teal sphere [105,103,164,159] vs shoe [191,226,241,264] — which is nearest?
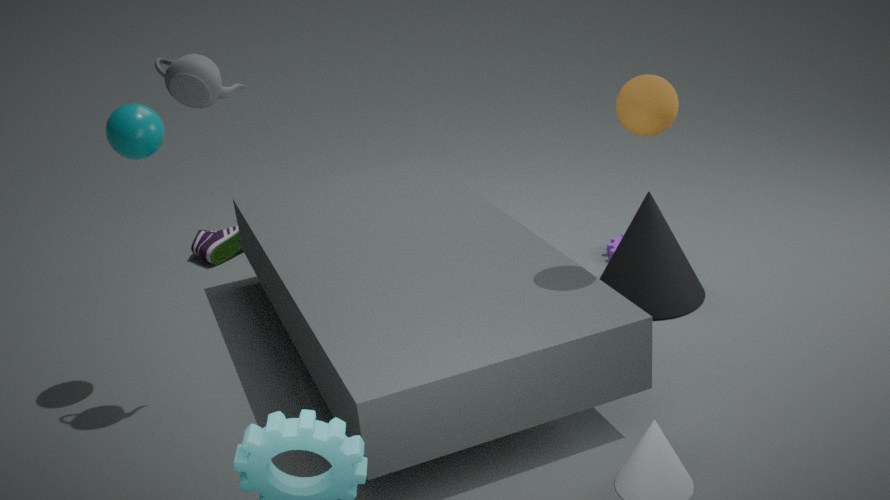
teal sphere [105,103,164,159]
